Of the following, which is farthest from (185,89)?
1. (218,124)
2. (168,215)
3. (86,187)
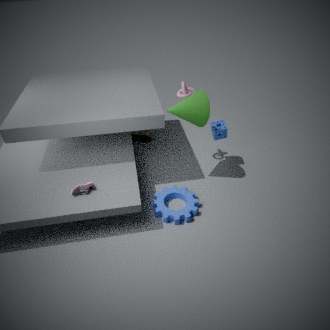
(86,187)
